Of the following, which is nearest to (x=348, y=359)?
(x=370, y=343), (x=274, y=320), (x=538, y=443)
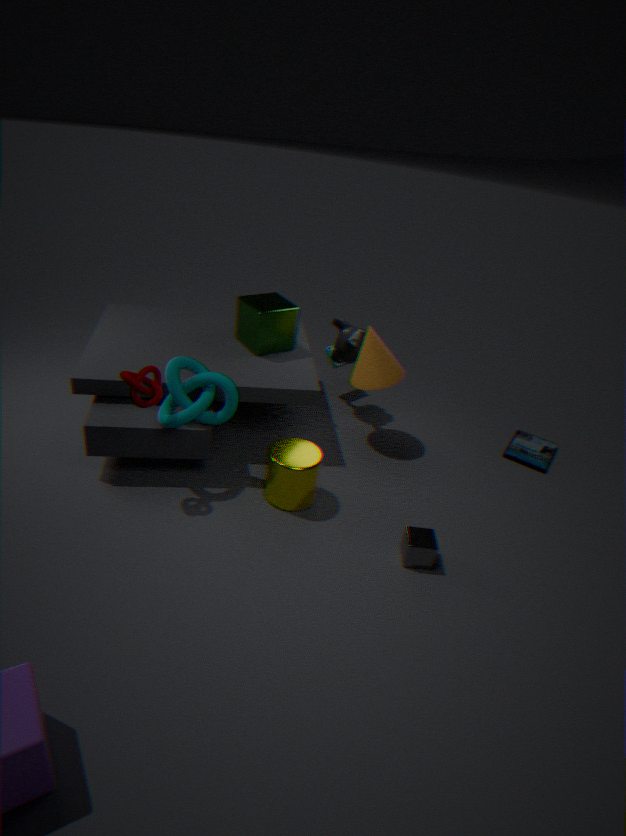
(x=370, y=343)
